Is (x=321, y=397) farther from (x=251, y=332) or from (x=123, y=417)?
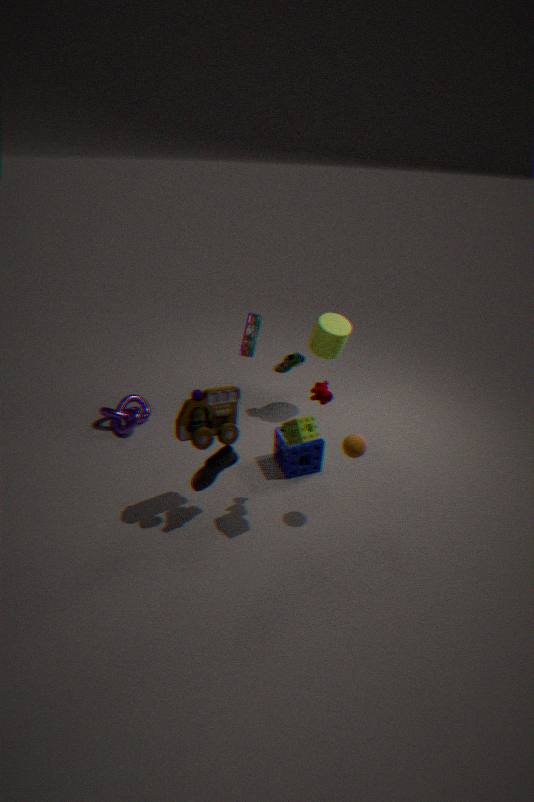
(x=123, y=417)
